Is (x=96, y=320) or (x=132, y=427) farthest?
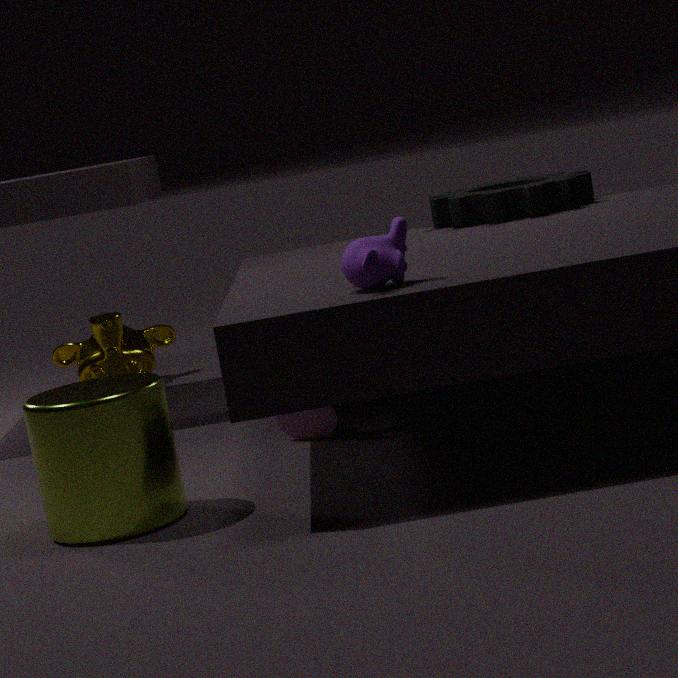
(x=96, y=320)
